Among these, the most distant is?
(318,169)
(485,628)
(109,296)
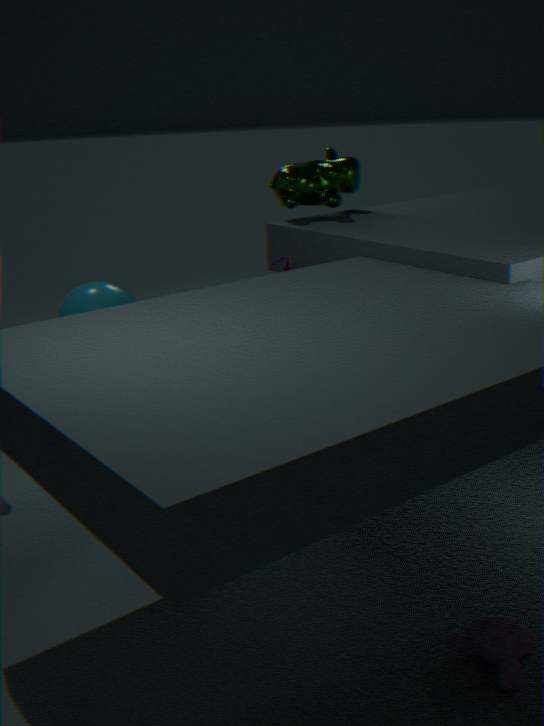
(318,169)
